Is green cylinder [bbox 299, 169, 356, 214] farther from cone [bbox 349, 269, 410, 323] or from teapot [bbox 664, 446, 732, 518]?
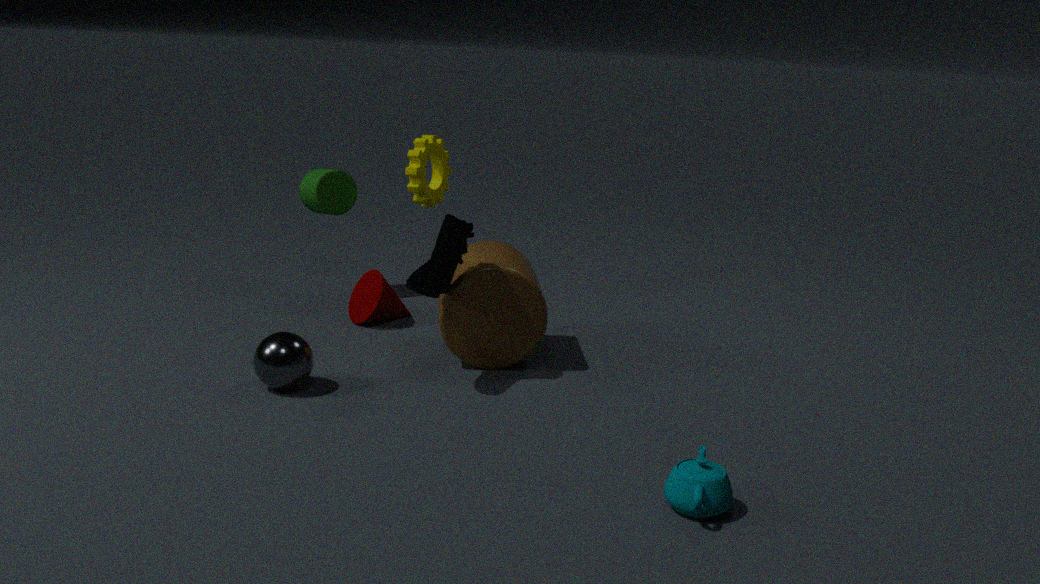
teapot [bbox 664, 446, 732, 518]
